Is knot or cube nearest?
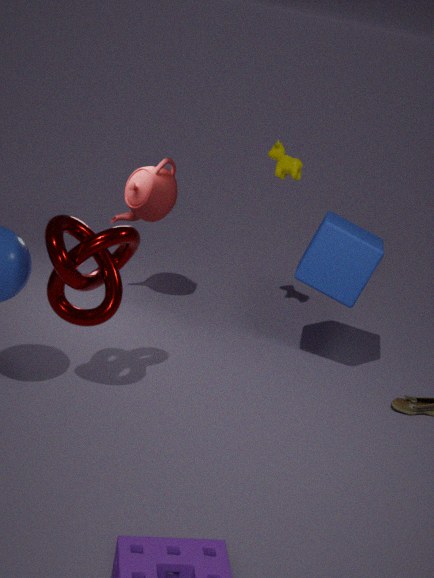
knot
